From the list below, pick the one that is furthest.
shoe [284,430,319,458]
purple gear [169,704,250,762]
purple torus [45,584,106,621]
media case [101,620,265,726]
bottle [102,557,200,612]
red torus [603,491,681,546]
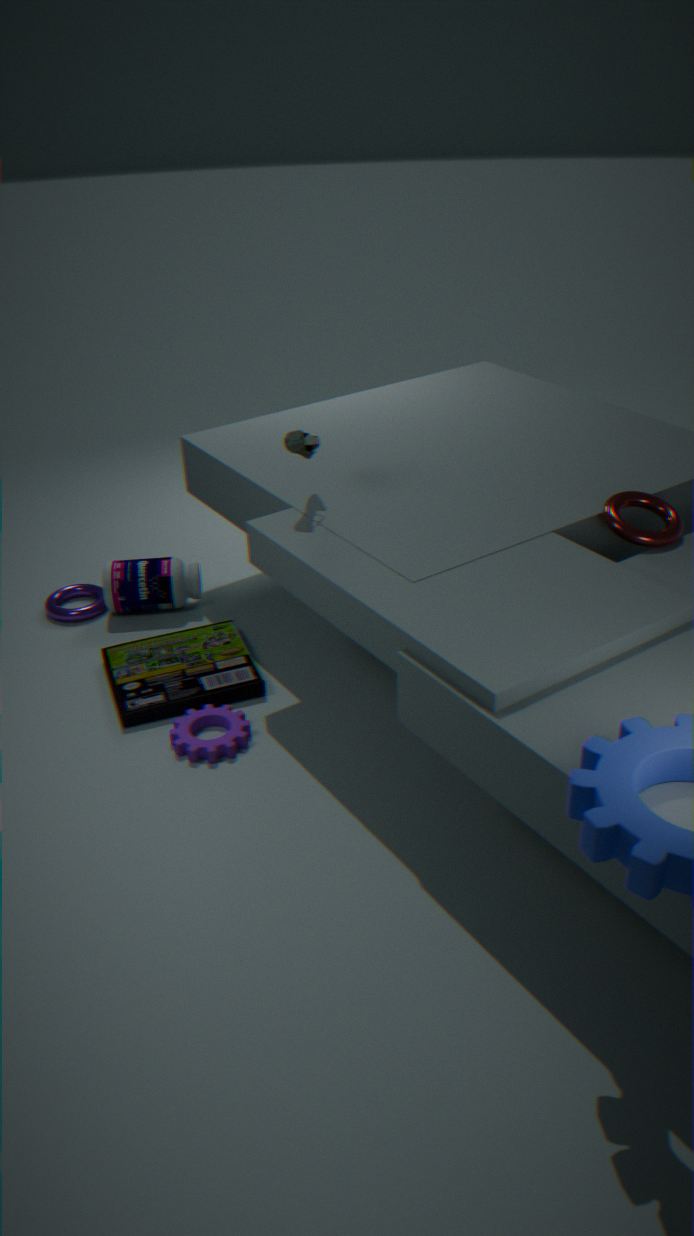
purple torus [45,584,106,621]
